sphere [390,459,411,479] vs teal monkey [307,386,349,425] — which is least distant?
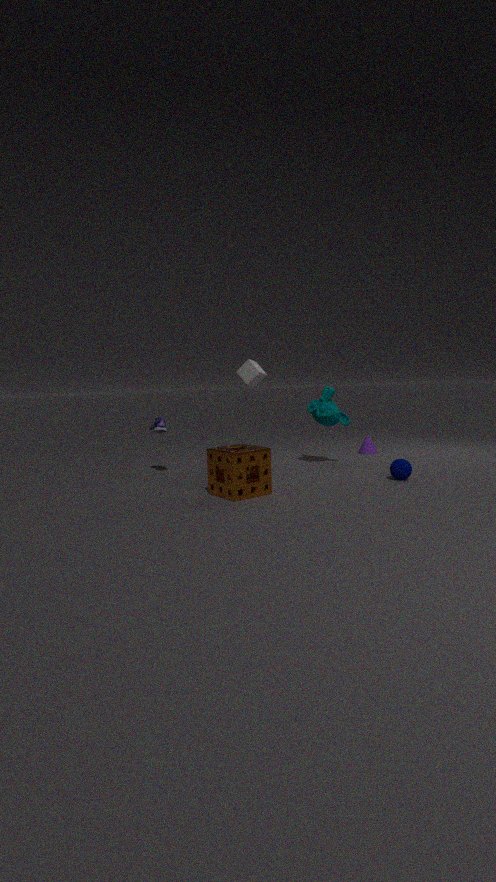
sphere [390,459,411,479]
